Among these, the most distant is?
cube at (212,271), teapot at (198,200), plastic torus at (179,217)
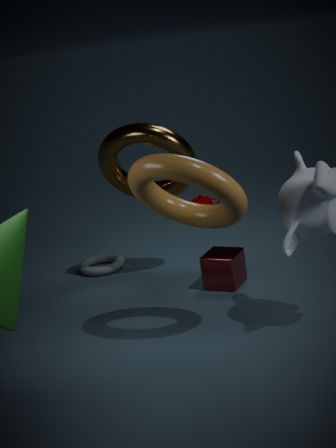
teapot at (198,200)
